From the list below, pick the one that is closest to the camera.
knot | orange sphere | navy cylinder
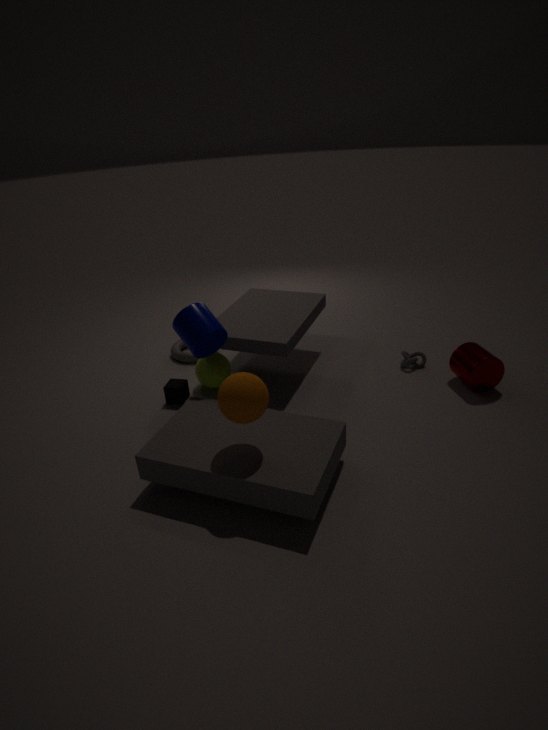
orange sphere
